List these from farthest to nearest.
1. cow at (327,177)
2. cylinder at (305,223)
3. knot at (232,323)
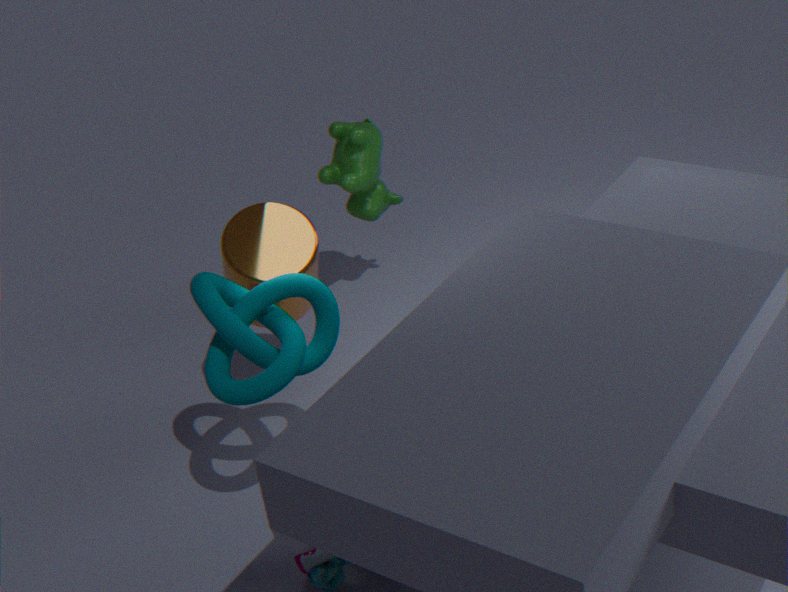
cow at (327,177), cylinder at (305,223), knot at (232,323)
